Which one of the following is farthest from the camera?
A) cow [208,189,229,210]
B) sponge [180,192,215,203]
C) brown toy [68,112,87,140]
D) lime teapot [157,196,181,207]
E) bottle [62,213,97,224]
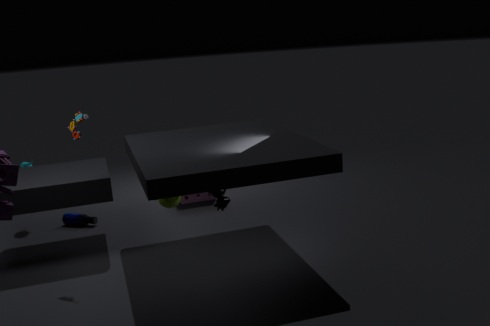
sponge [180,192,215,203]
